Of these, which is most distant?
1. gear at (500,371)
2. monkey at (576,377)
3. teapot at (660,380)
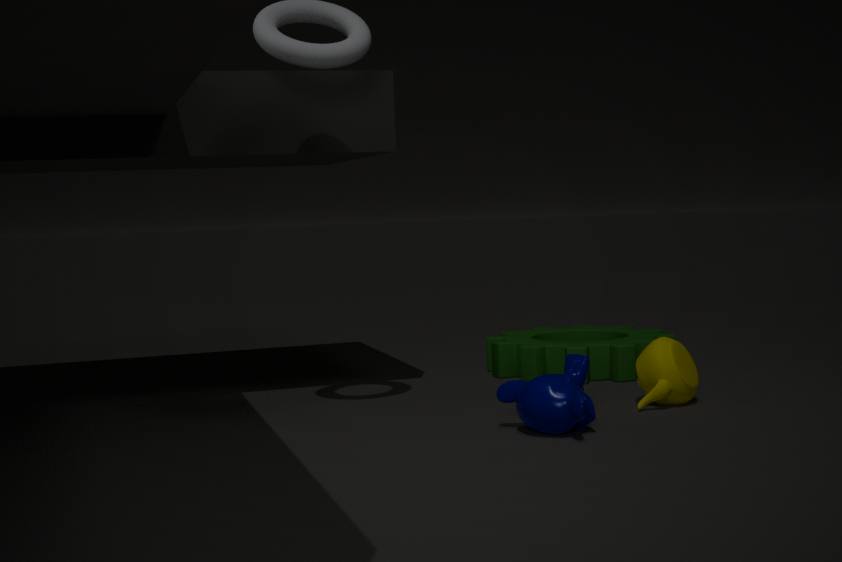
gear at (500,371)
